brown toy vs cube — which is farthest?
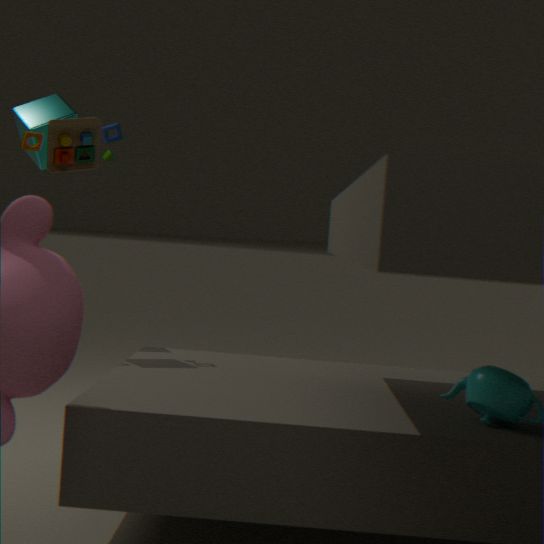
cube
